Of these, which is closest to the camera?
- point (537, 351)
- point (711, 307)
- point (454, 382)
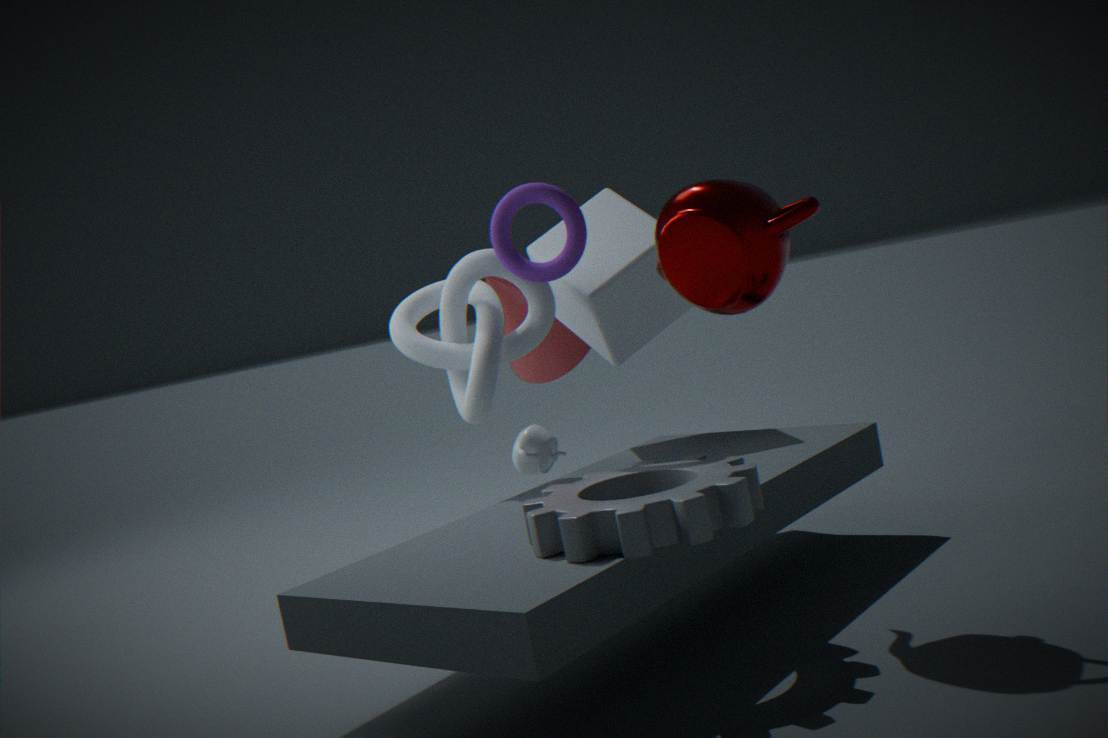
point (711, 307)
